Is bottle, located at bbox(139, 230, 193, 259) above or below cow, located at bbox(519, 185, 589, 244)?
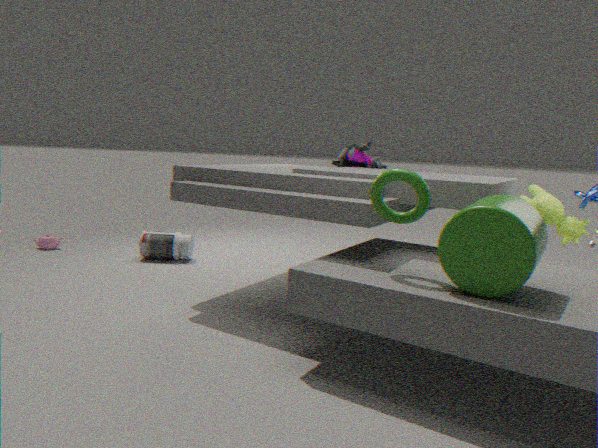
below
